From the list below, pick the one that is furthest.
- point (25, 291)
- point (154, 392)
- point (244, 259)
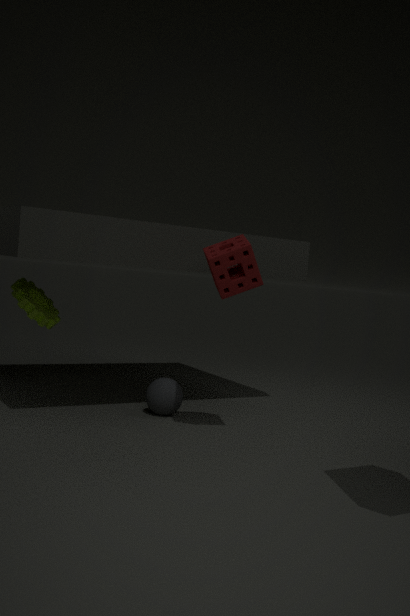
point (154, 392)
